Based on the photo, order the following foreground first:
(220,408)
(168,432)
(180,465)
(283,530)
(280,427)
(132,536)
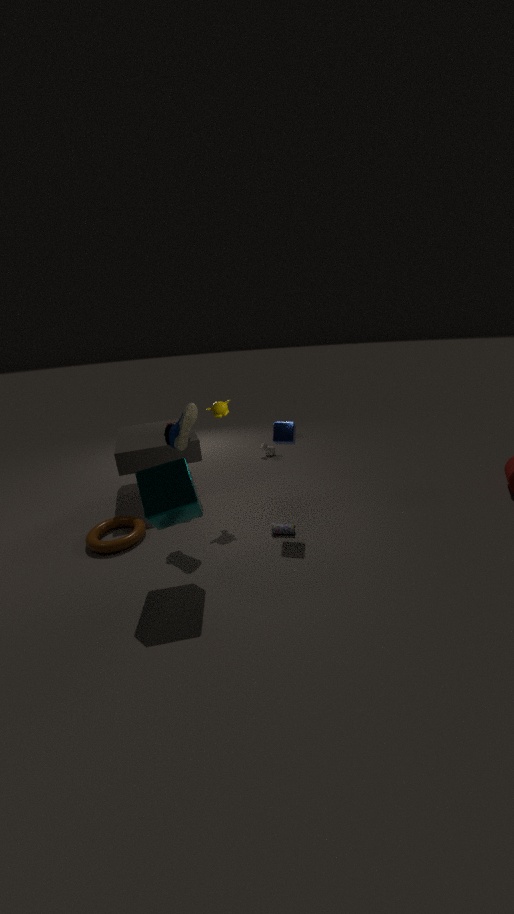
1. (180,465)
2. (280,427)
3. (168,432)
4. (283,530)
5. (132,536)
6. (220,408)
